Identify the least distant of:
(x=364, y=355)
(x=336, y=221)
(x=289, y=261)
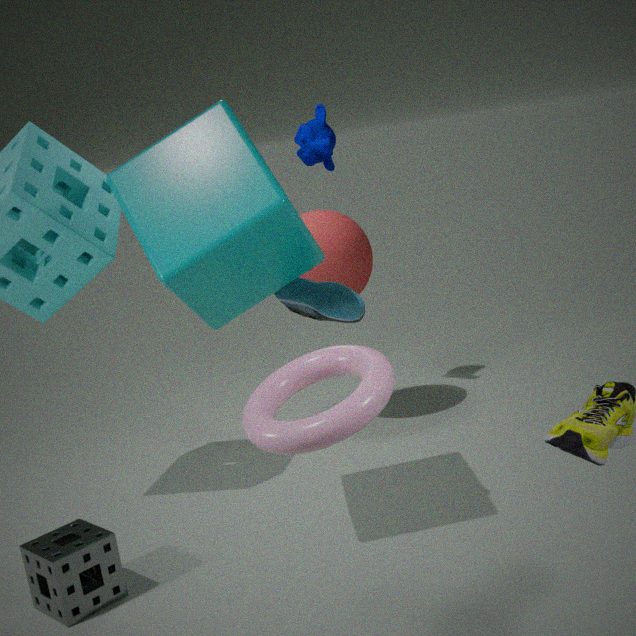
(x=364, y=355)
